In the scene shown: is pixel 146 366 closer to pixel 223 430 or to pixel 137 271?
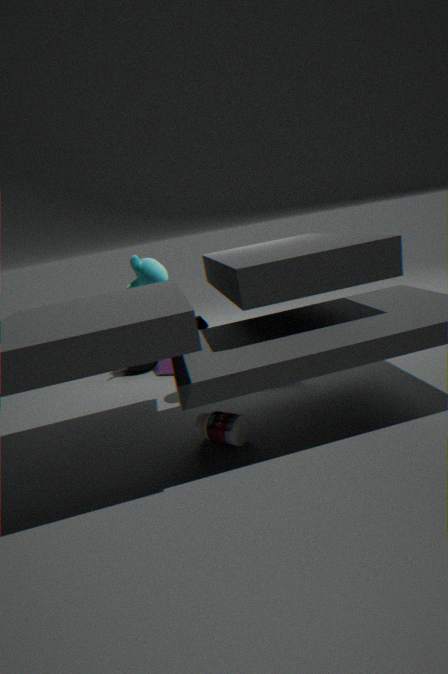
pixel 137 271
